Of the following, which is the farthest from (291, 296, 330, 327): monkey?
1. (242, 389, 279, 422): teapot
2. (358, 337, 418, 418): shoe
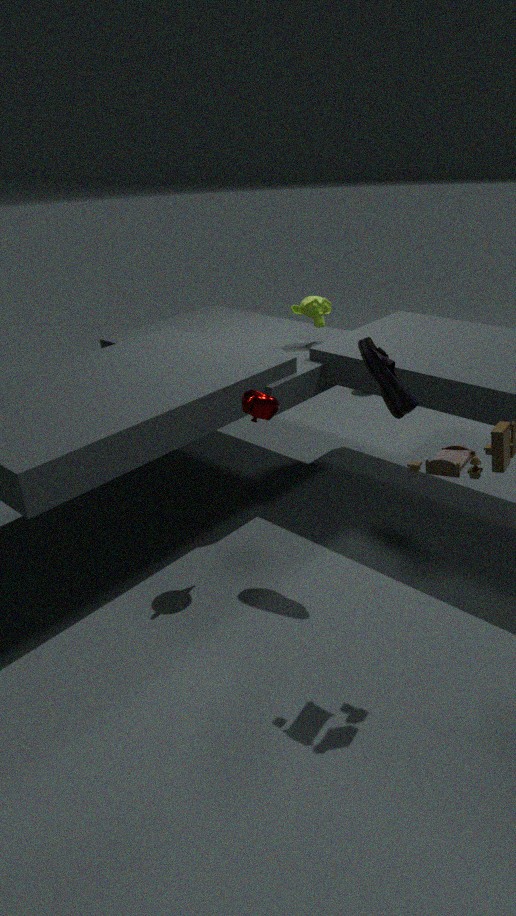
(242, 389, 279, 422): teapot
